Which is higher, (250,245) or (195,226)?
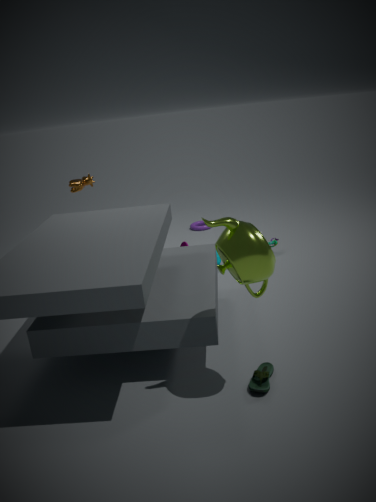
(250,245)
